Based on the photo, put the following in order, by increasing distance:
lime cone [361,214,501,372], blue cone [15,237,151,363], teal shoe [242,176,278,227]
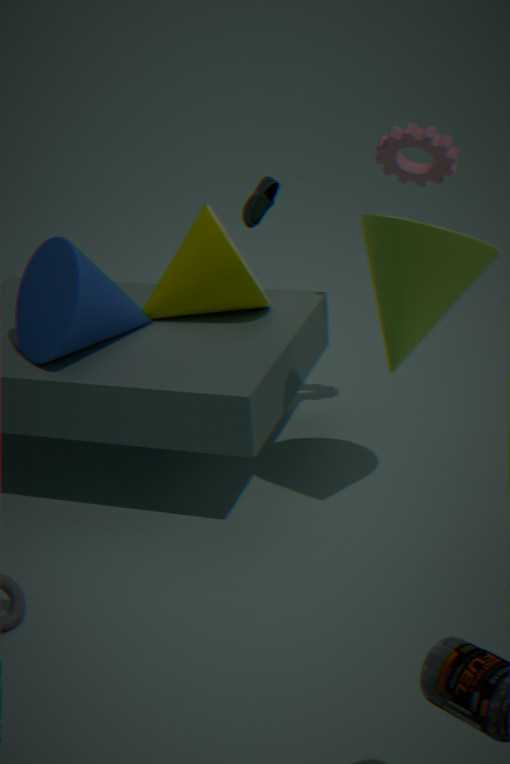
1. lime cone [361,214,501,372]
2. blue cone [15,237,151,363]
3. teal shoe [242,176,278,227]
